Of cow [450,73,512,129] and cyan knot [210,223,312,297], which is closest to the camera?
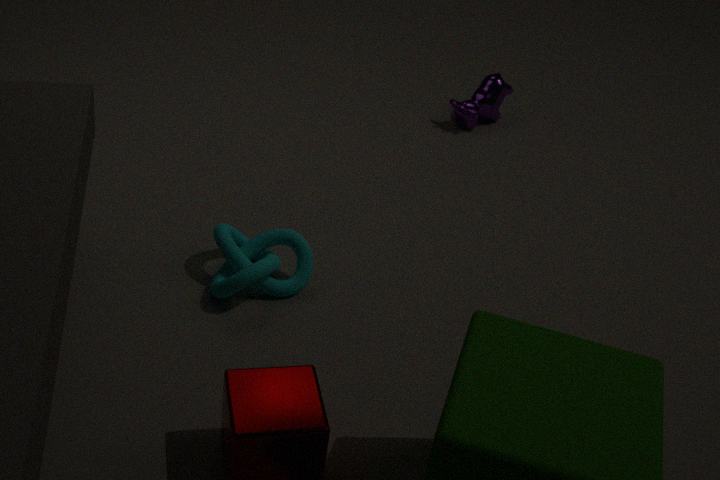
cyan knot [210,223,312,297]
